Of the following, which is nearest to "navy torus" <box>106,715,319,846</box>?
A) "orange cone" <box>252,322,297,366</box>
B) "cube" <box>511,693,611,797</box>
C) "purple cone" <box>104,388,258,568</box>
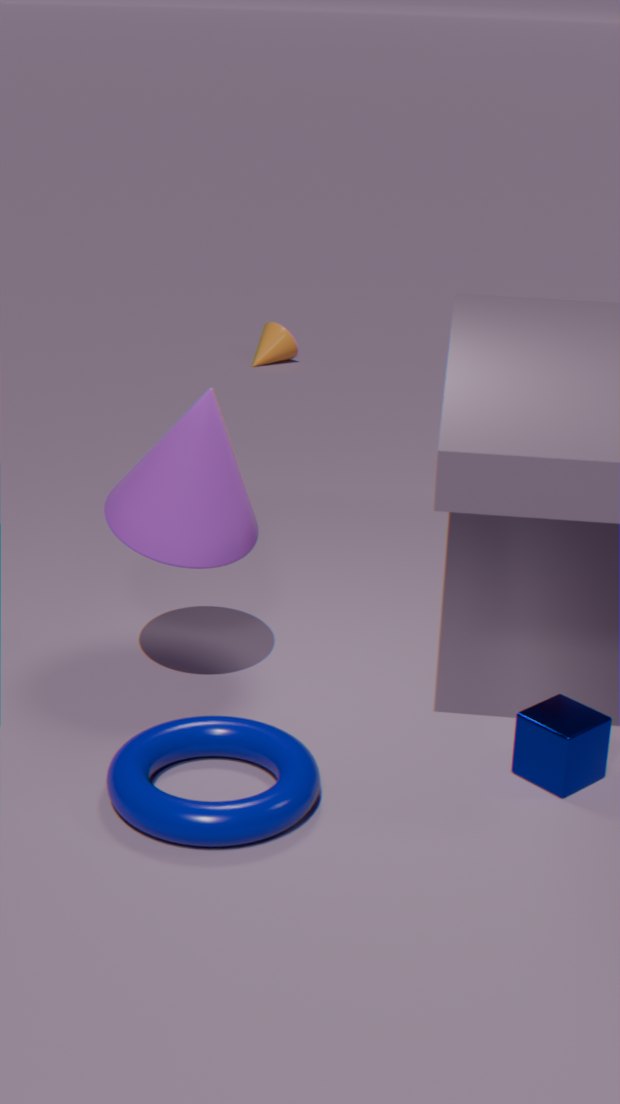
"purple cone" <box>104,388,258,568</box>
